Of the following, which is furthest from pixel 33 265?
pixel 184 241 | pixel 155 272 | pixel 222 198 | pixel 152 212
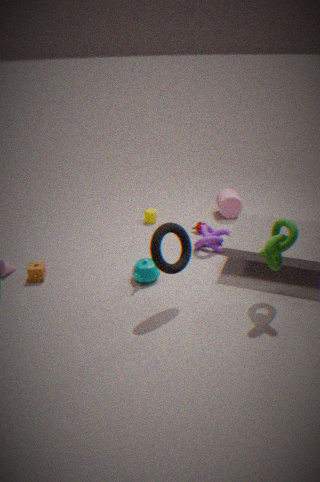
pixel 222 198
